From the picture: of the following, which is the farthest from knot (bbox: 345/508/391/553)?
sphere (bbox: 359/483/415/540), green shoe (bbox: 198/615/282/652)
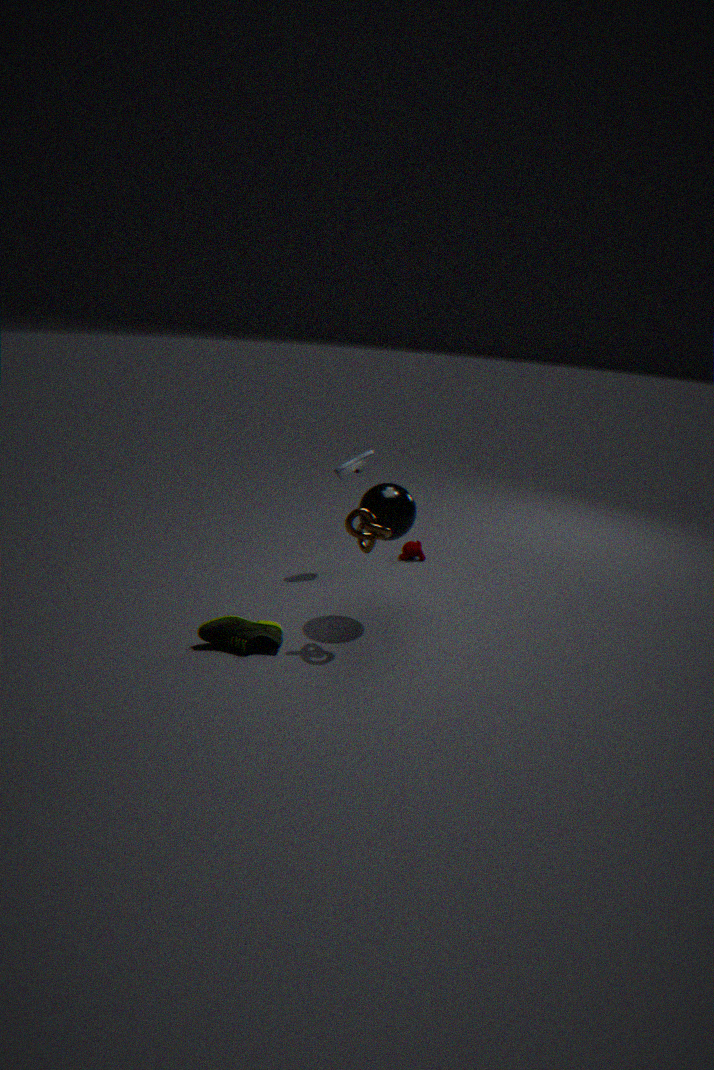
green shoe (bbox: 198/615/282/652)
